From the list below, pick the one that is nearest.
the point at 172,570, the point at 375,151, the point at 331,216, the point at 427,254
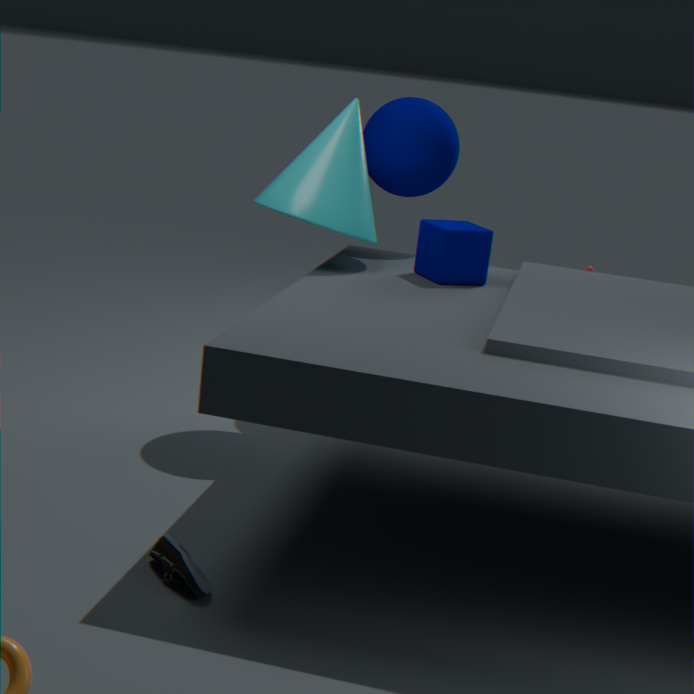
the point at 172,570
